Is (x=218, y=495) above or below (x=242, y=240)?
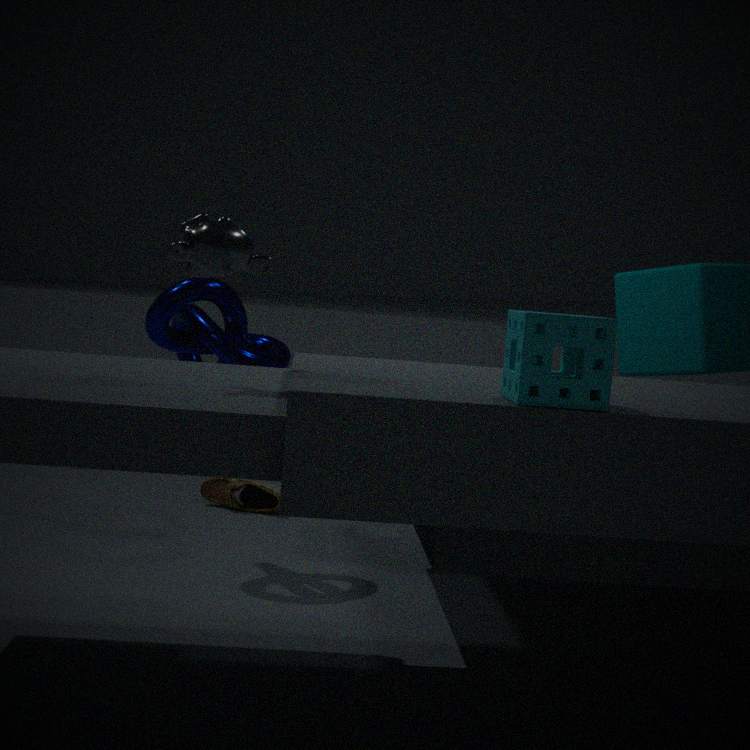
below
